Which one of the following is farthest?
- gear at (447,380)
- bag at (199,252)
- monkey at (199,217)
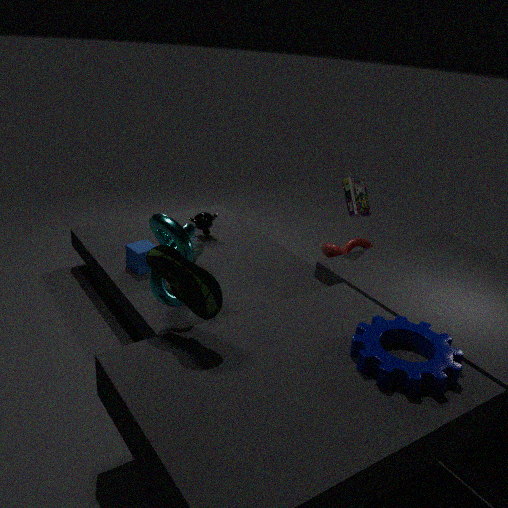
monkey at (199,217)
